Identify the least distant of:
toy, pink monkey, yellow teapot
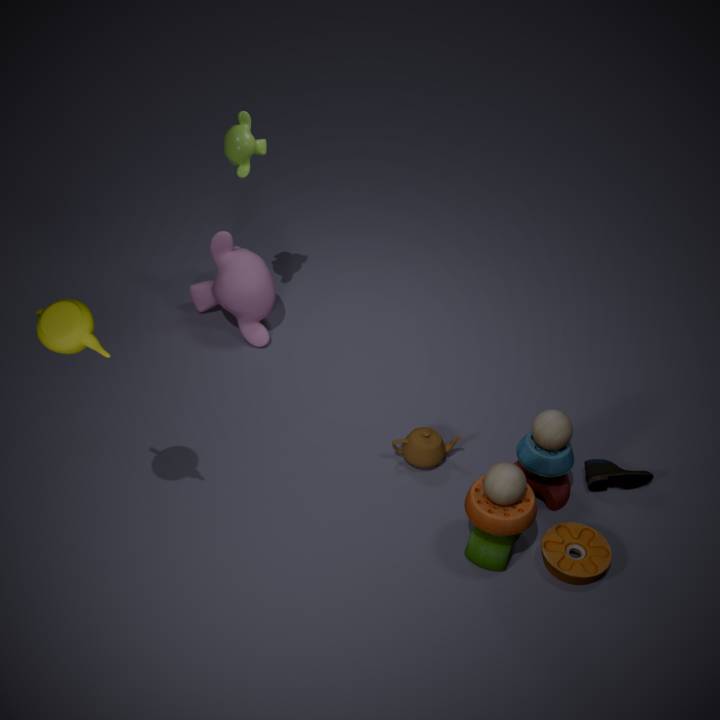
yellow teapot
